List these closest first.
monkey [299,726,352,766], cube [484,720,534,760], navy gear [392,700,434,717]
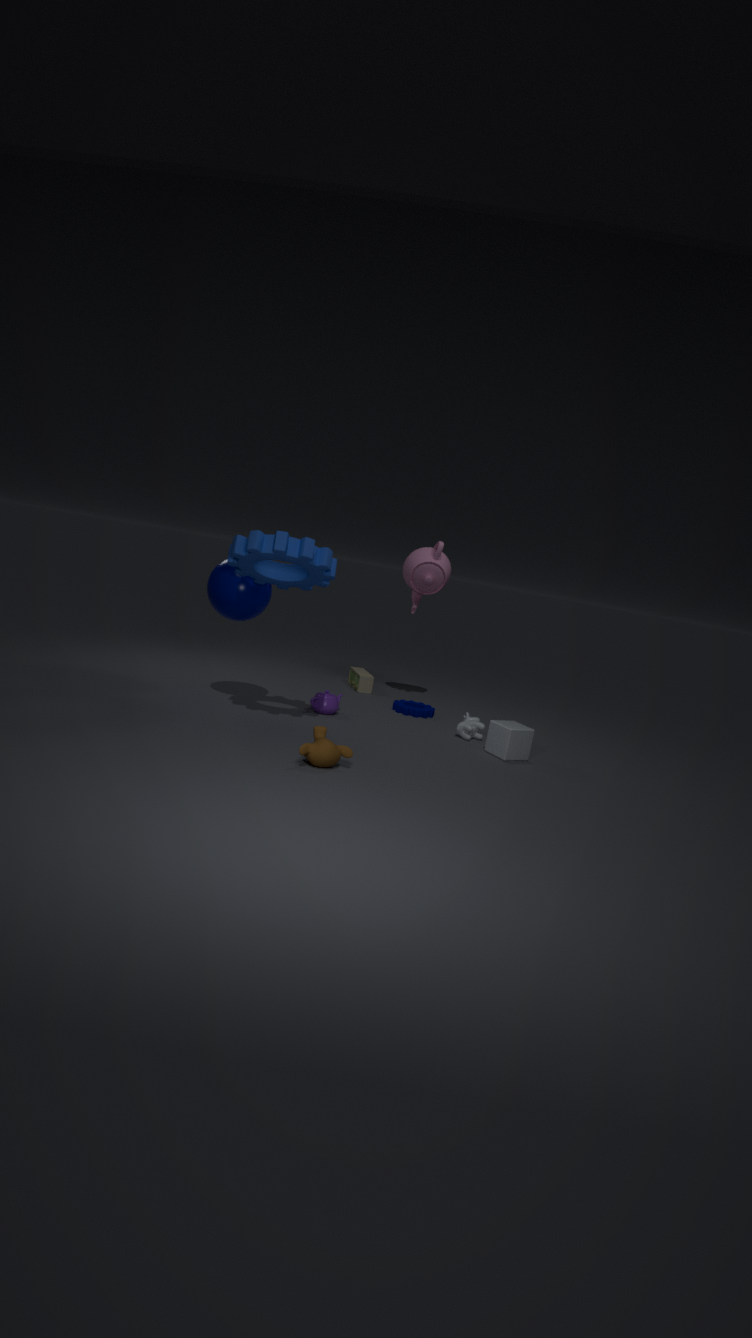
monkey [299,726,352,766] → cube [484,720,534,760] → navy gear [392,700,434,717]
